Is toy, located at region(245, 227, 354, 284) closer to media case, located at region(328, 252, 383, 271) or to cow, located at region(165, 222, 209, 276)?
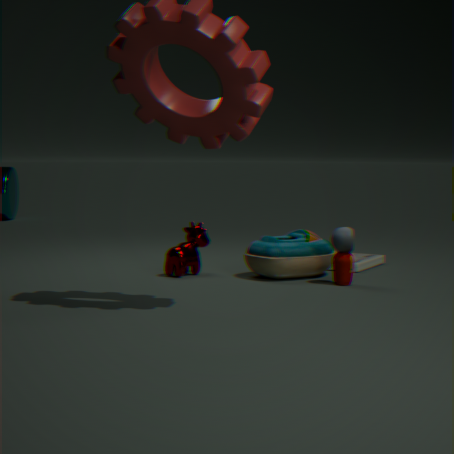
media case, located at region(328, 252, 383, 271)
